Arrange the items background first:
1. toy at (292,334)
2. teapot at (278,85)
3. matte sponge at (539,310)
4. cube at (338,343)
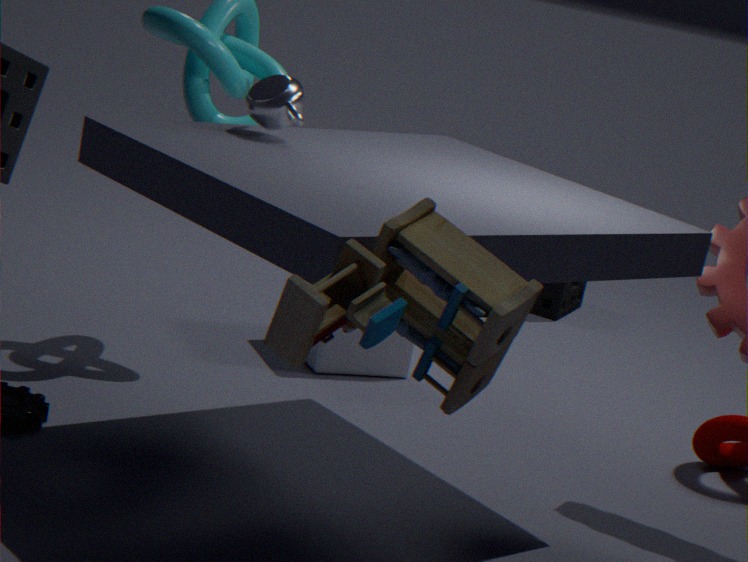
1. matte sponge at (539,310)
2. cube at (338,343)
3. teapot at (278,85)
4. toy at (292,334)
